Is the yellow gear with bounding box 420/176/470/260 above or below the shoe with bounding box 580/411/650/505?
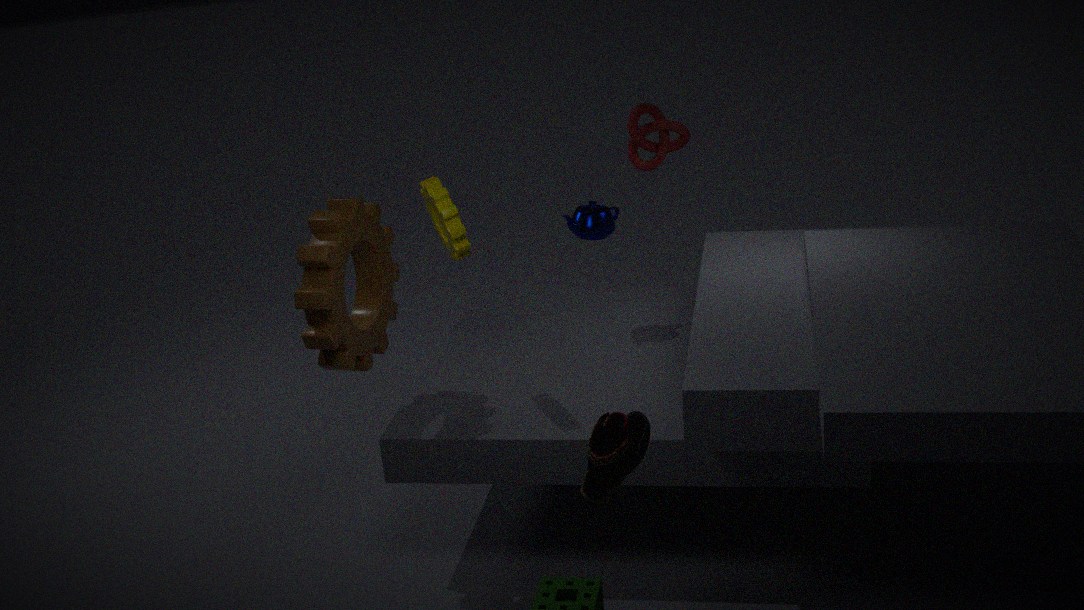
above
